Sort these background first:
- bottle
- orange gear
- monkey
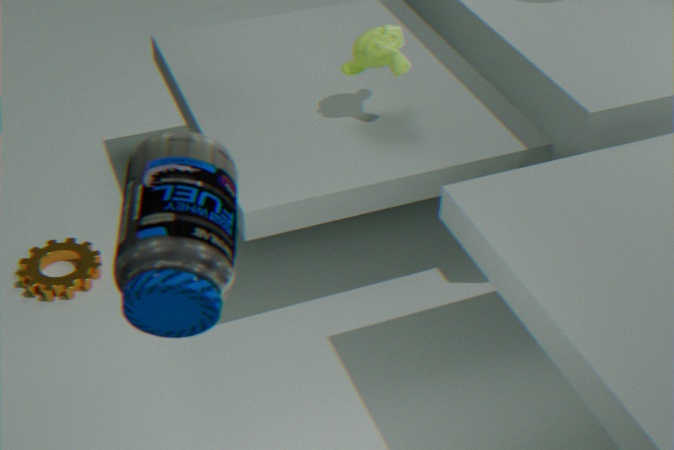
orange gear, monkey, bottle
